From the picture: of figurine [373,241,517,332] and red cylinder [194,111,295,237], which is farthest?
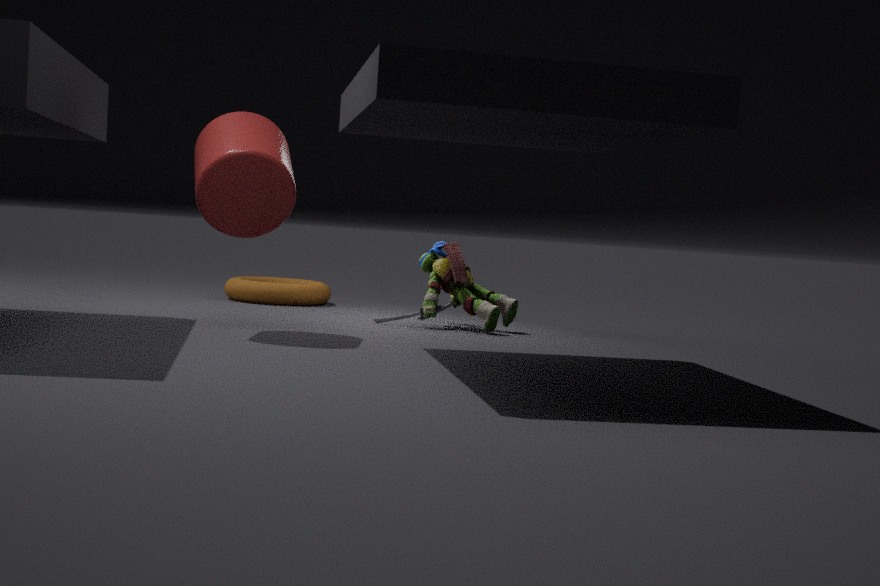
figurine [373,241,517,332]
